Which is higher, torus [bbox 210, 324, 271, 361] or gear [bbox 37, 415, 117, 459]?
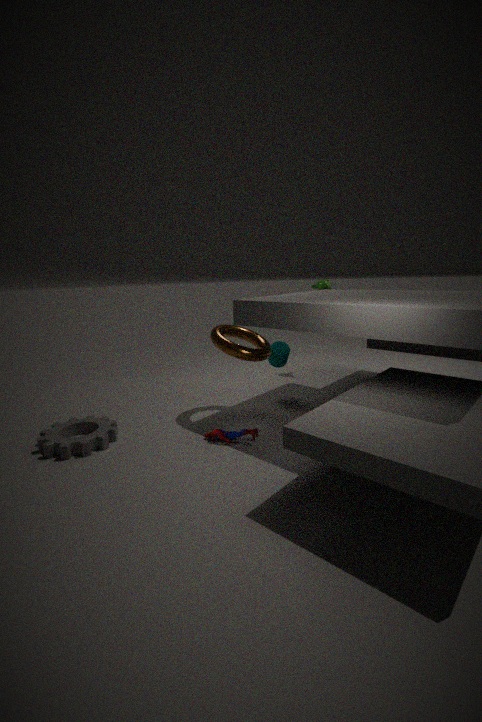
torus [bbox 210, 324, 271, 361]
